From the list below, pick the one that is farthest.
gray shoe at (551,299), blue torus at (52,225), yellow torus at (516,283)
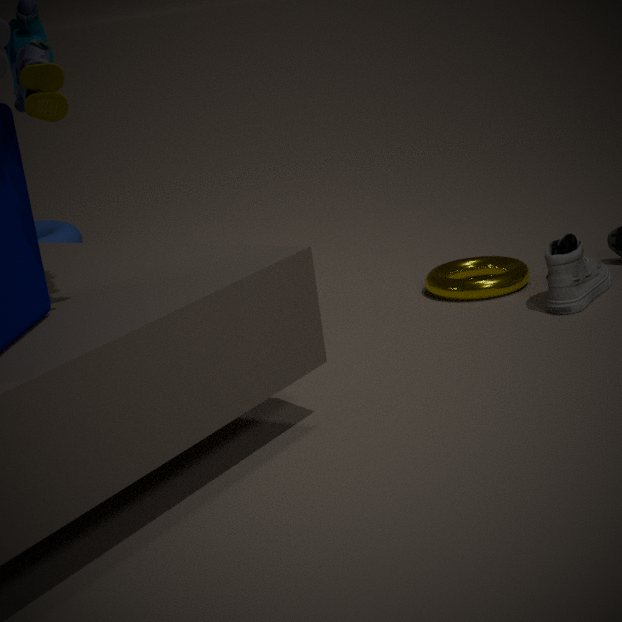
blue torus at (52,225)
